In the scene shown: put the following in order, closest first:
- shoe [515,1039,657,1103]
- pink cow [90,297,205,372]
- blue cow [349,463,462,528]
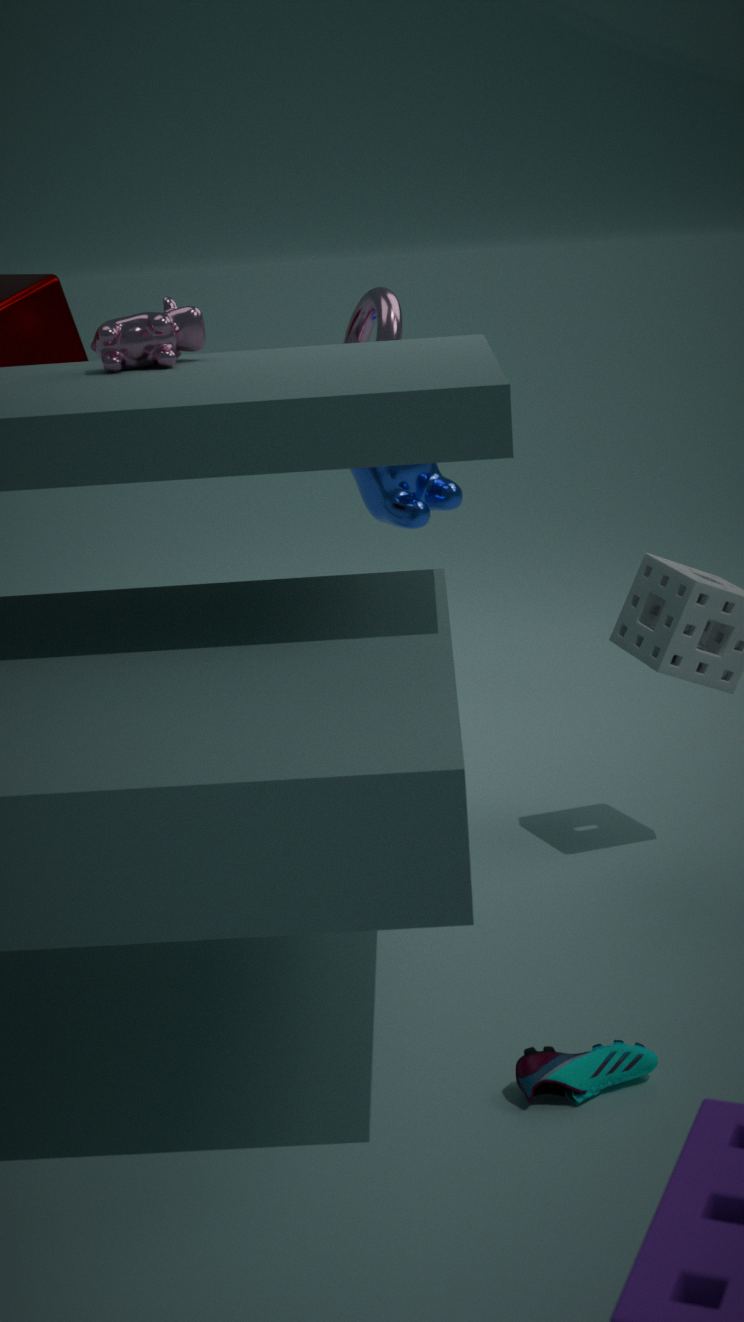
shoe [515,1039,657,1103]
pink cow [90,297,205,372]
blue cow [349,463,462,528]
